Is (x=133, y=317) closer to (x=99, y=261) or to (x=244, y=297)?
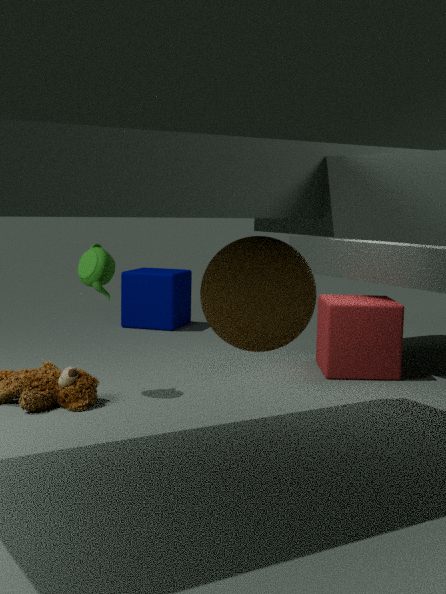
(x=99, y=261)
